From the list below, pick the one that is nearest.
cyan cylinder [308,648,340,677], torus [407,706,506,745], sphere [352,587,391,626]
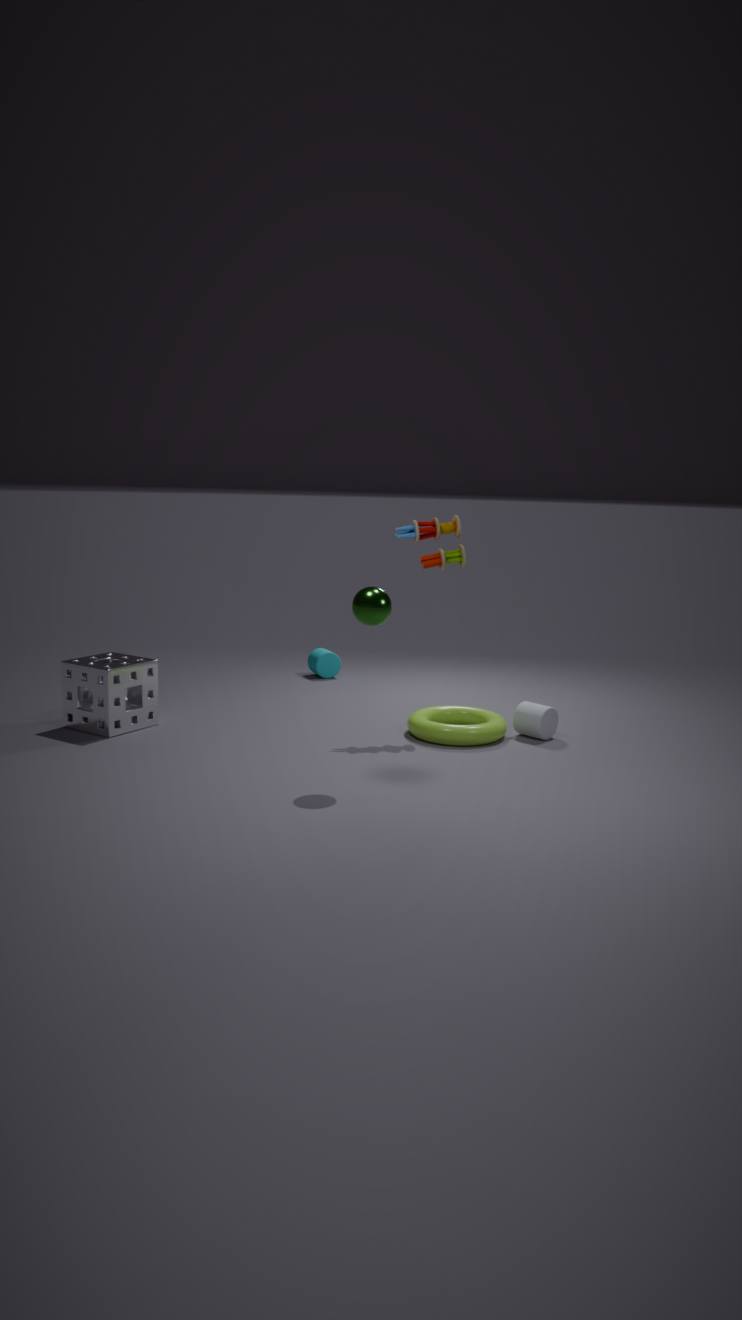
sphere [352,587,391,626]
